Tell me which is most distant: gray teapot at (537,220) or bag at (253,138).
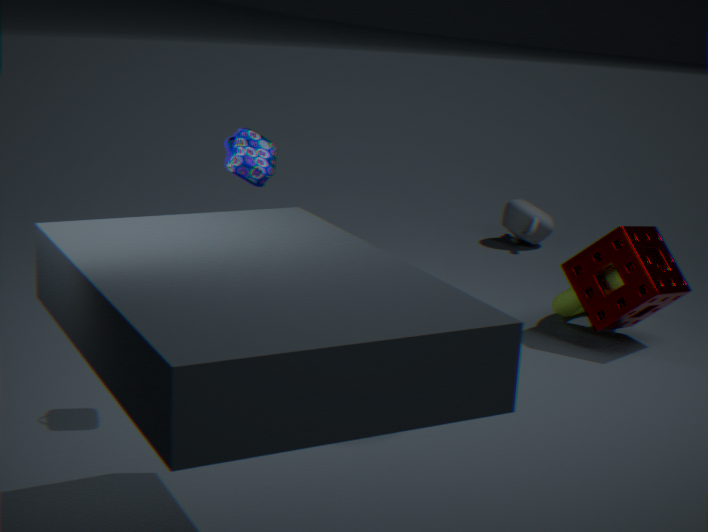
gray teapot at (537,220)
